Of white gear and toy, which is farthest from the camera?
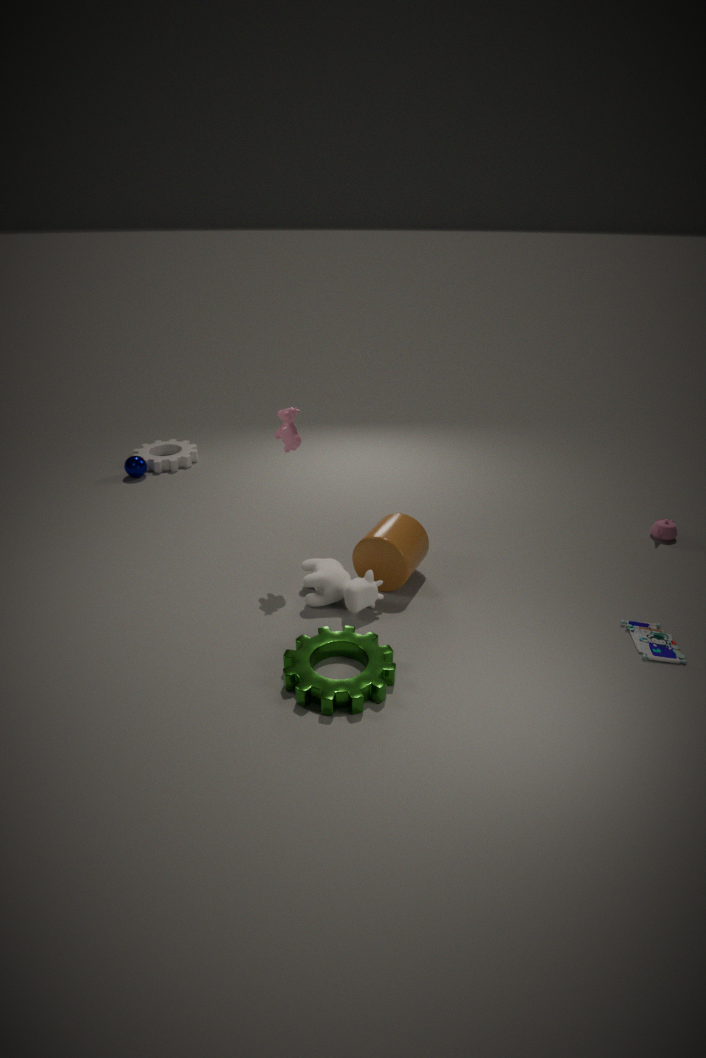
white gear
